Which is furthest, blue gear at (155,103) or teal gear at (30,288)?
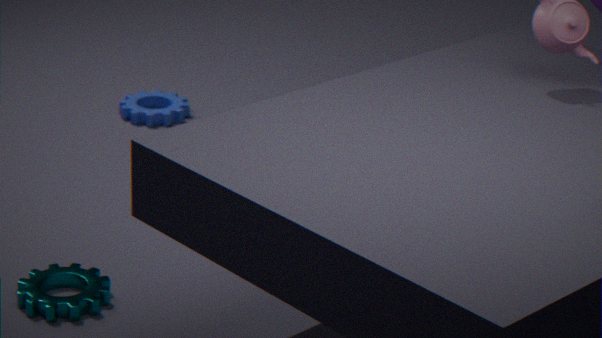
blue gear at (155,103)
